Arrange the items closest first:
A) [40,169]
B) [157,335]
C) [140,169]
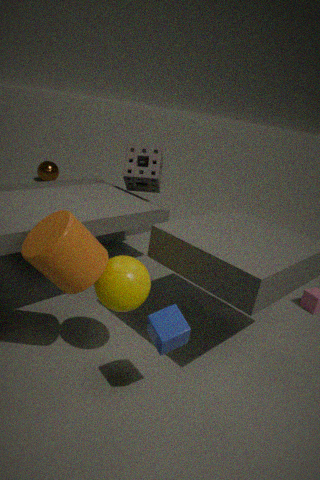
[157,335]
[140,169]
[40,169]
